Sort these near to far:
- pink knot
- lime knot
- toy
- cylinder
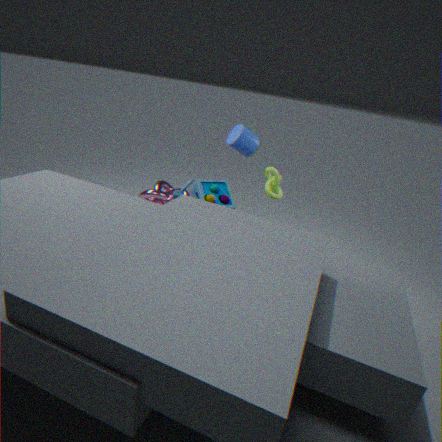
1. cylinder
2. toy
3. lime knot
4. pink knot
